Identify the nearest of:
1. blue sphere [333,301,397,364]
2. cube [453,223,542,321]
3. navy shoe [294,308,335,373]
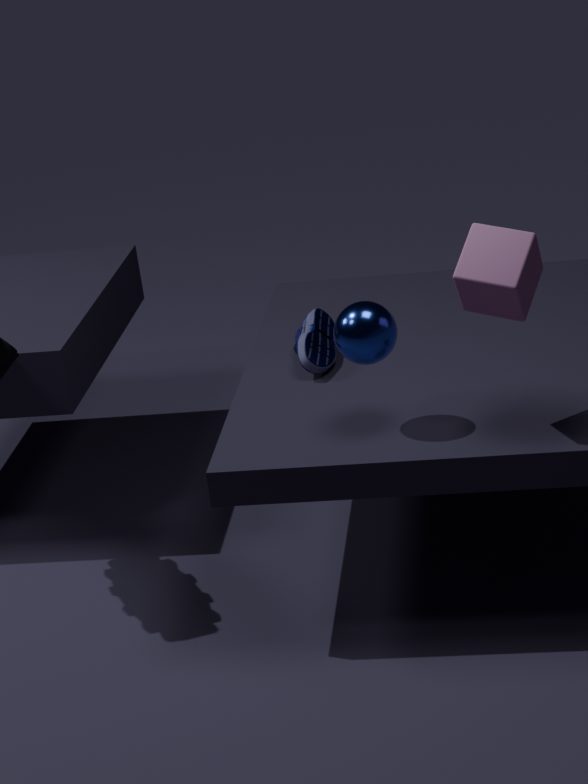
cube [453,223,542,321]
